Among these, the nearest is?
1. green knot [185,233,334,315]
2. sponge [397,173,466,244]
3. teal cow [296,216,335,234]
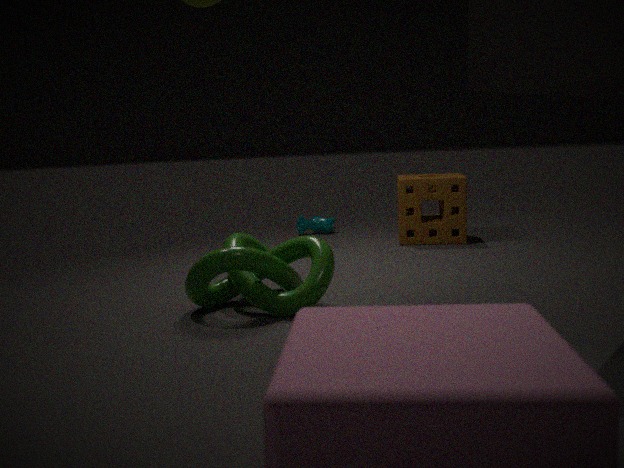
green knot [185,233,334,315]
